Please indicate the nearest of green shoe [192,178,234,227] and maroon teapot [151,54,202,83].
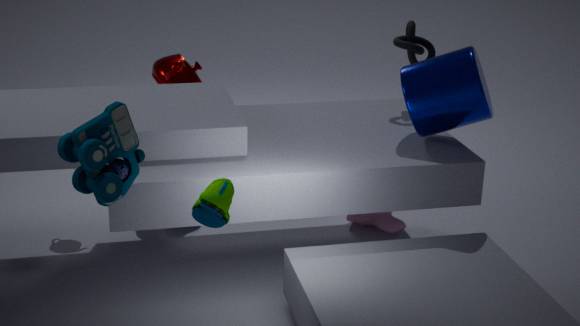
green shoe [192,178,234,227]
